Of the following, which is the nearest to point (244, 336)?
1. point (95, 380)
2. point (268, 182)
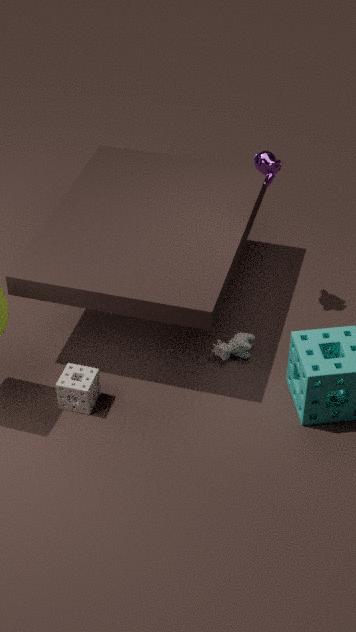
point (95, 380)
